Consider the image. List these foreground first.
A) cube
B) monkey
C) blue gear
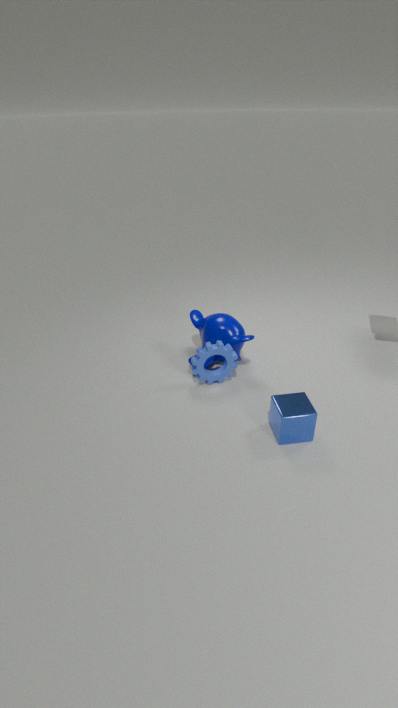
A. cube, C. blue gear, B. monkey
